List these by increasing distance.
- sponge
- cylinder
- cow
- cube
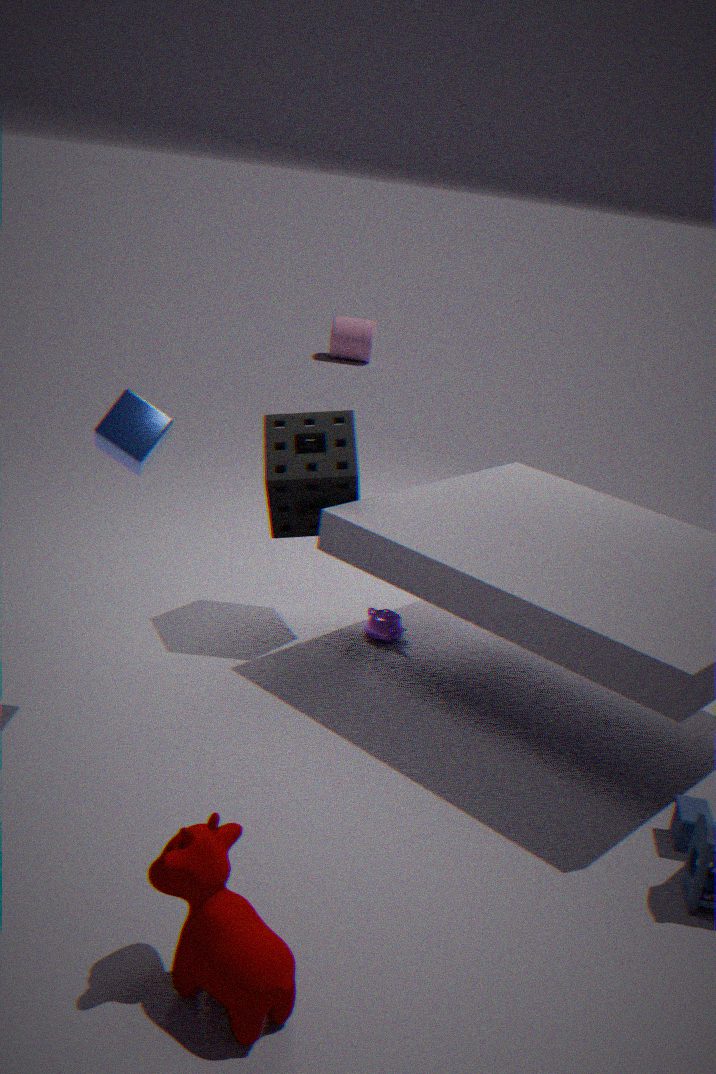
1. cow
2. cube
3. sponge
4. cylinder
